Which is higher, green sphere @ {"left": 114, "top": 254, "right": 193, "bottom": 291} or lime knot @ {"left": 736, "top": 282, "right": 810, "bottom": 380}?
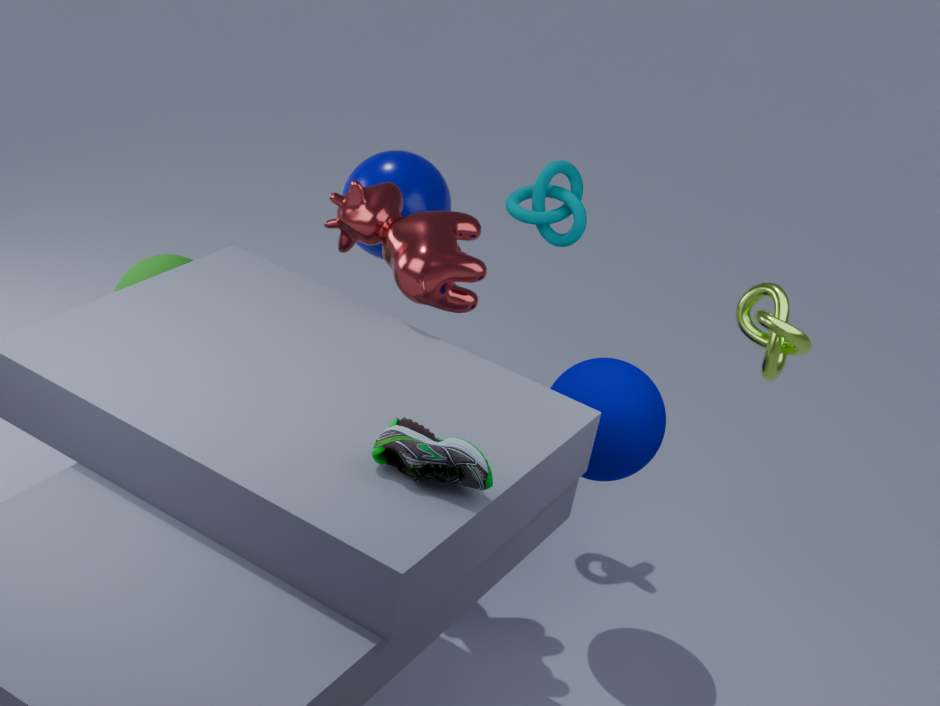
lime knot @ {"left": 736, "top": 282, "right": 810, "bottom": 380}
